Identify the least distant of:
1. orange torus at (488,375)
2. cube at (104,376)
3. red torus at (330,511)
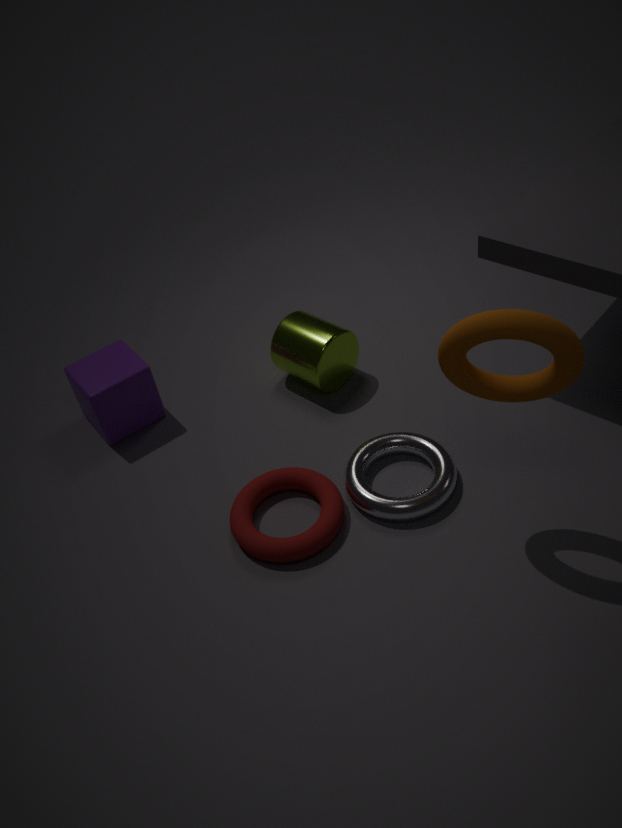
orange torus at (488,375)
